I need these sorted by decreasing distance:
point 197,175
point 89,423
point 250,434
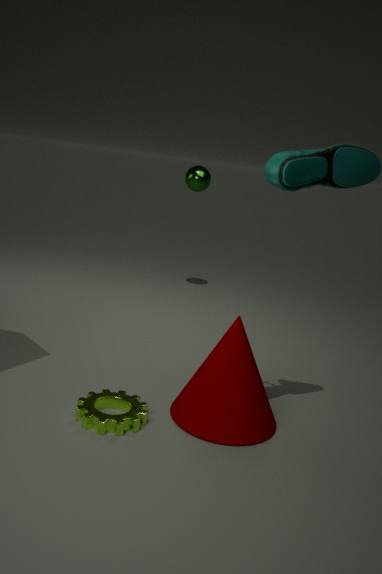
point 197,175
point 250,434
point 89,423
